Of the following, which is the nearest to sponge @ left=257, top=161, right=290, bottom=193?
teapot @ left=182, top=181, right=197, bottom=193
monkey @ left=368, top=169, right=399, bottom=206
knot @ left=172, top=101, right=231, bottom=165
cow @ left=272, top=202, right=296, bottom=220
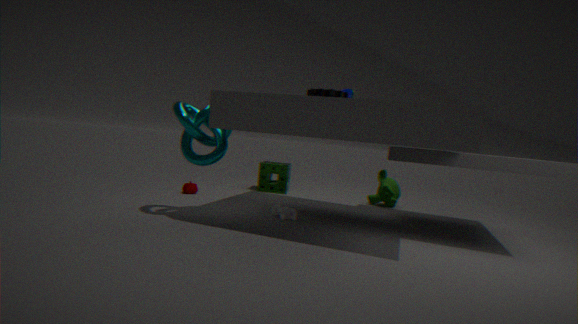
teapot @ left=182, top=181, right=197, bottom=193
